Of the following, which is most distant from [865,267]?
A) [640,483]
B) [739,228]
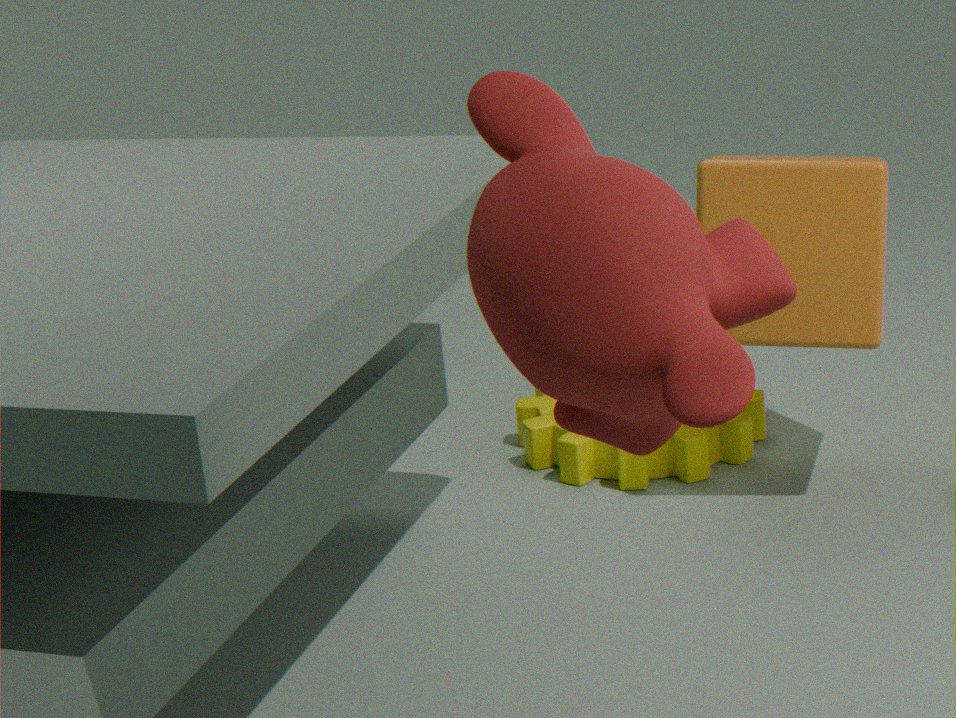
[739,228]
